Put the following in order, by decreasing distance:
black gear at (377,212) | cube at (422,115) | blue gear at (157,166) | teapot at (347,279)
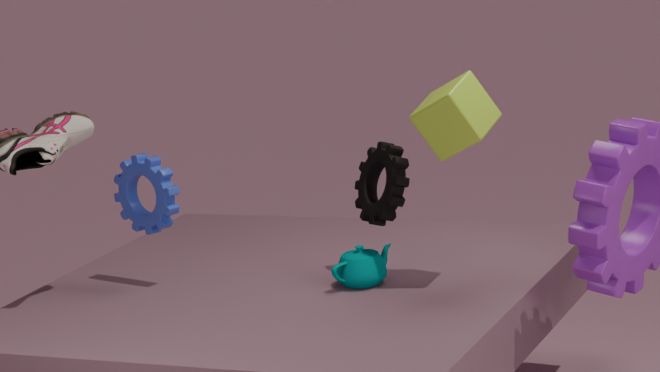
blue gear at (157,166) → teapot at (347,279) → black gear at (377,212) → cube at (422,115)
